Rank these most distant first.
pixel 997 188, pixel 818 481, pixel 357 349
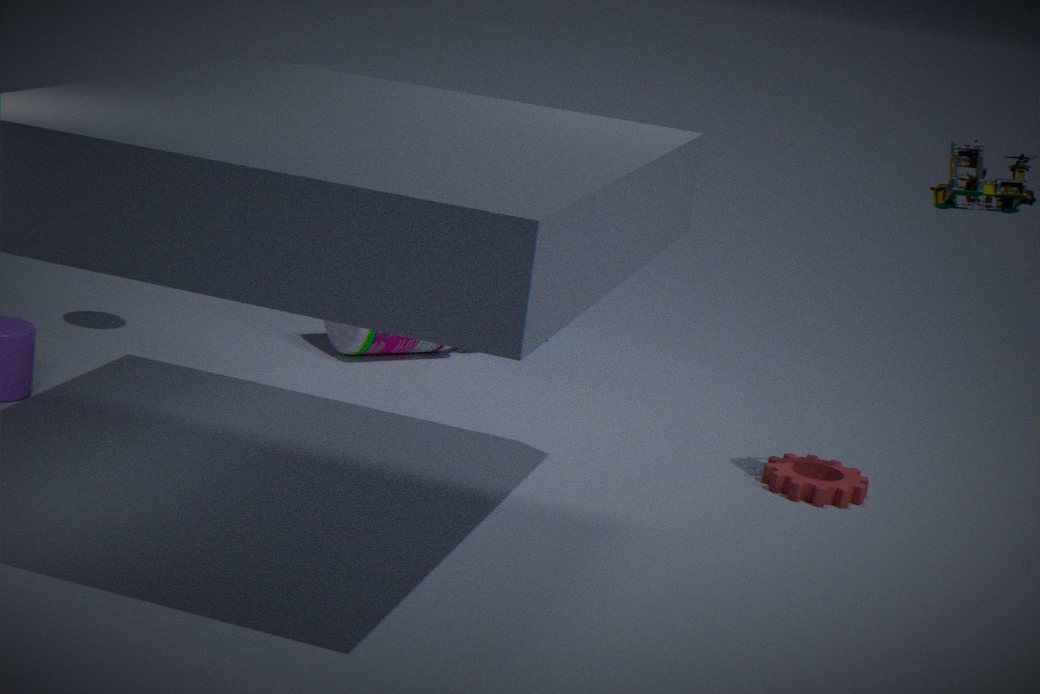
pixel 357 349, pixel 818 481, pixel 997 188
